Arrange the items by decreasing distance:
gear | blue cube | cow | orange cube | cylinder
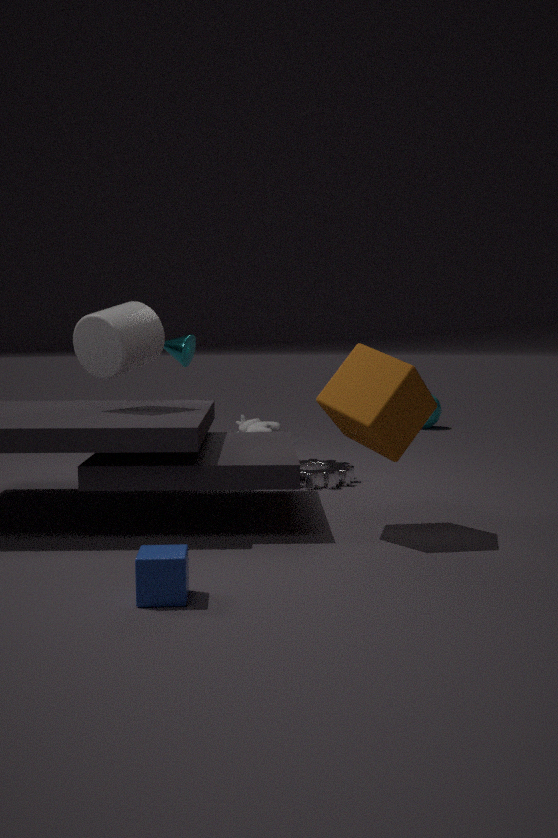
cow, gear, cylinder, orange cube, blue cube
